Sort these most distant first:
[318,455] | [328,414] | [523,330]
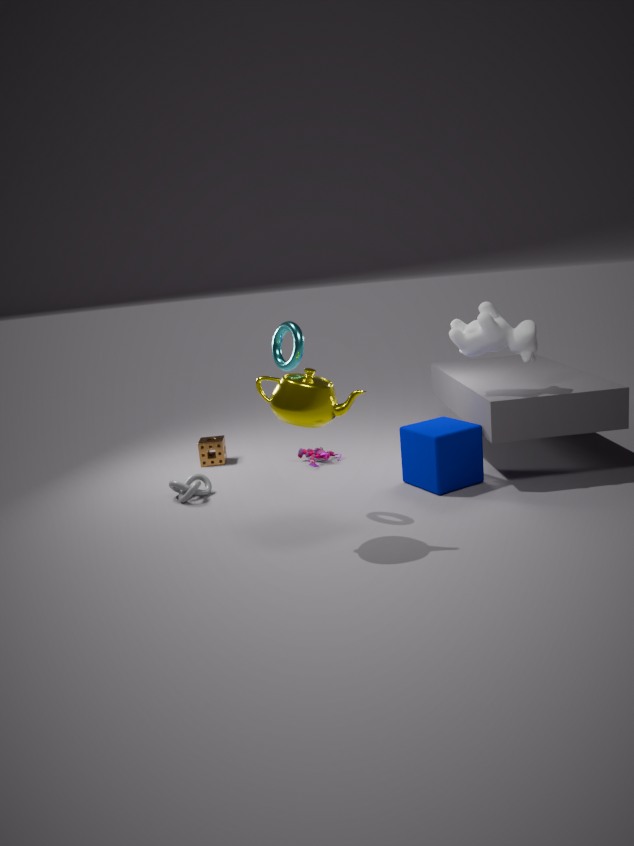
1. [318,455]
2. [523,330]
3. [328,414]
